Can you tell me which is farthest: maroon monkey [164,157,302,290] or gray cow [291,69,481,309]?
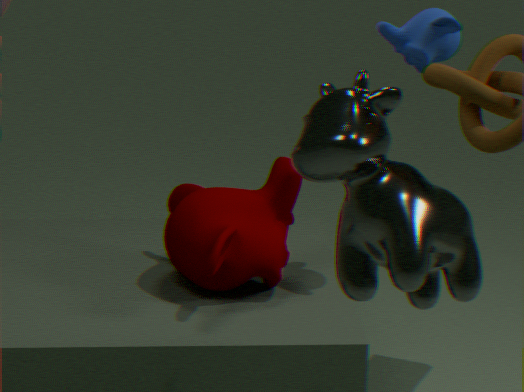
maroon monkey [164,157,302,290]
